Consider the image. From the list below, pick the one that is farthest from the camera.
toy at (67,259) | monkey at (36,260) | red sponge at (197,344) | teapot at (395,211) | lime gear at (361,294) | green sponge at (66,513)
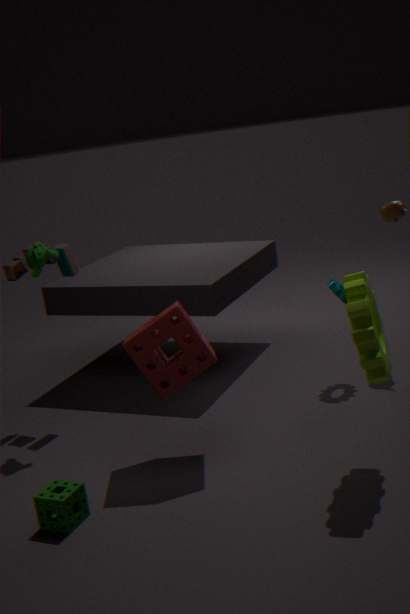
teapot at (395,211)
